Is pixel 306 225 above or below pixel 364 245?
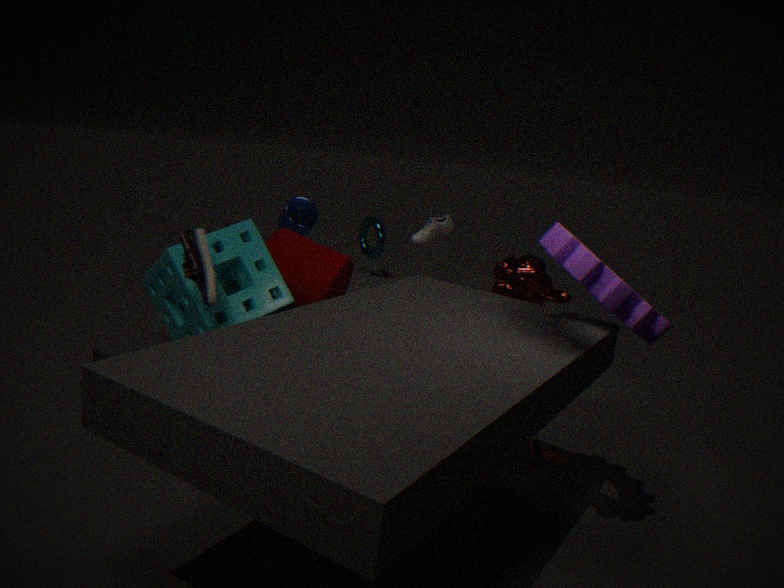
above
